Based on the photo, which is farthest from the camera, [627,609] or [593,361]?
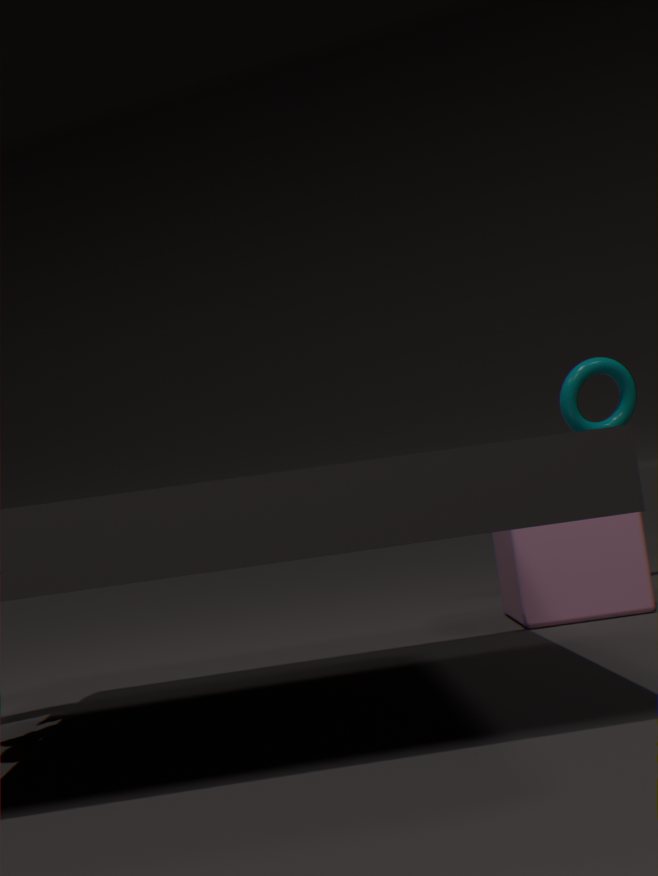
[593,361]
